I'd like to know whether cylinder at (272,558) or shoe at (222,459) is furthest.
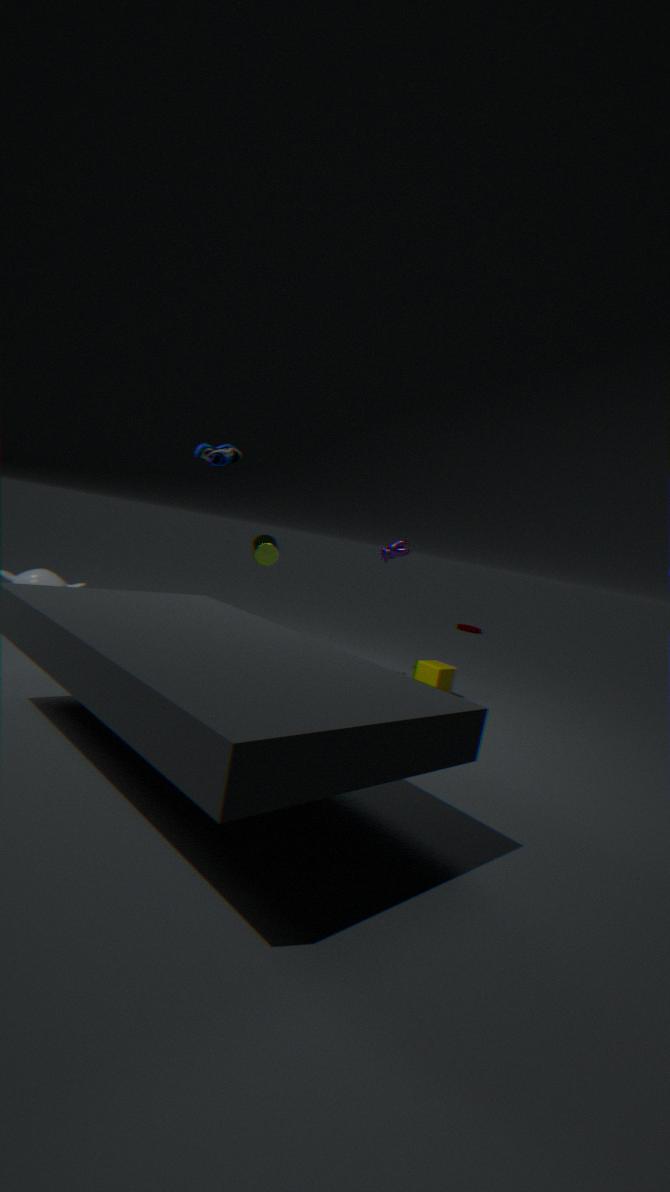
cylinder at (272,558)
